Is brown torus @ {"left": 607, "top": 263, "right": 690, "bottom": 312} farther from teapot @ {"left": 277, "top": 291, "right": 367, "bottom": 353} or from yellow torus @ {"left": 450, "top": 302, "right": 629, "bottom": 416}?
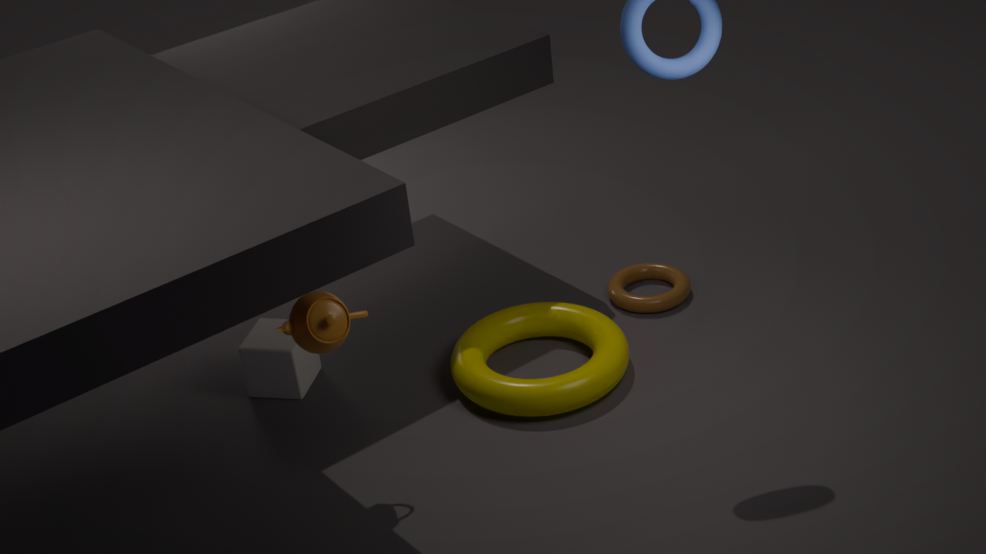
teapot @ {"left": 277, "top": 291, "right": 367, "bottom": 353}
